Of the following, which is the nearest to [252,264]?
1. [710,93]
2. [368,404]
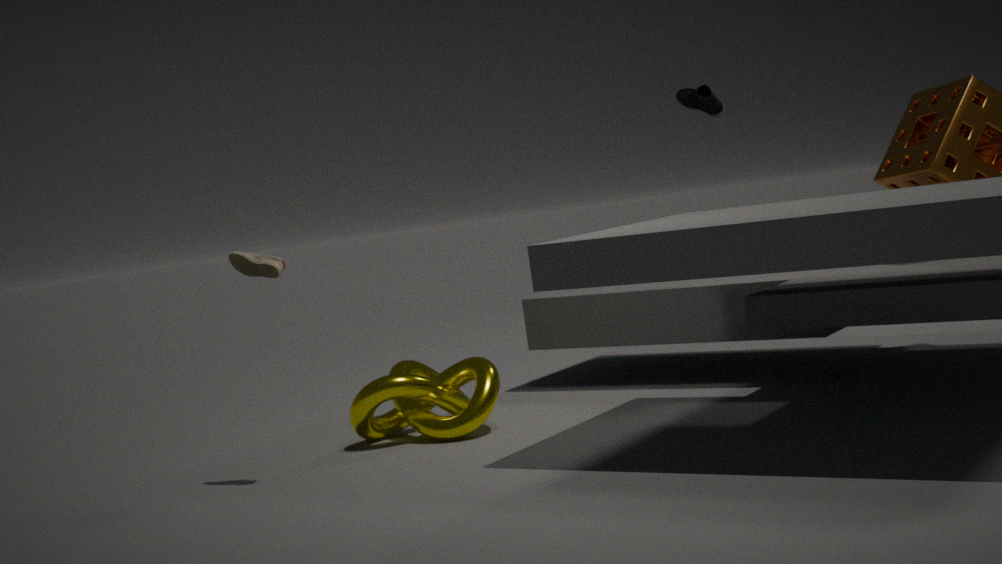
[368,404]
